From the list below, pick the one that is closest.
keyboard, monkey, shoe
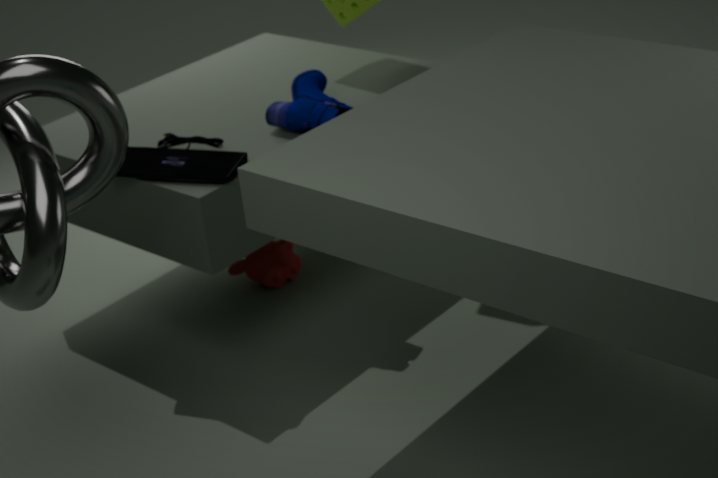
keyboard
